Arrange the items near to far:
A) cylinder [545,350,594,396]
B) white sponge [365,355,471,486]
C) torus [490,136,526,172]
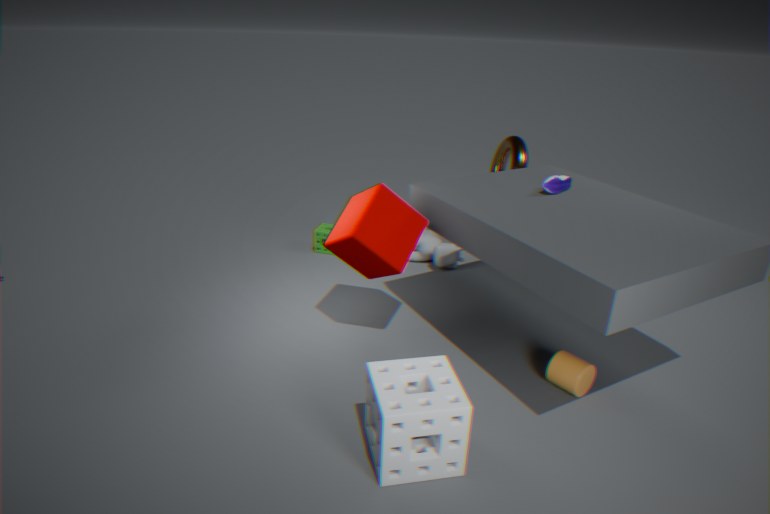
B. white sponge [365,355,471,486], A. cylinder [545,350,594,396], C. torus [490,136,526,172]
